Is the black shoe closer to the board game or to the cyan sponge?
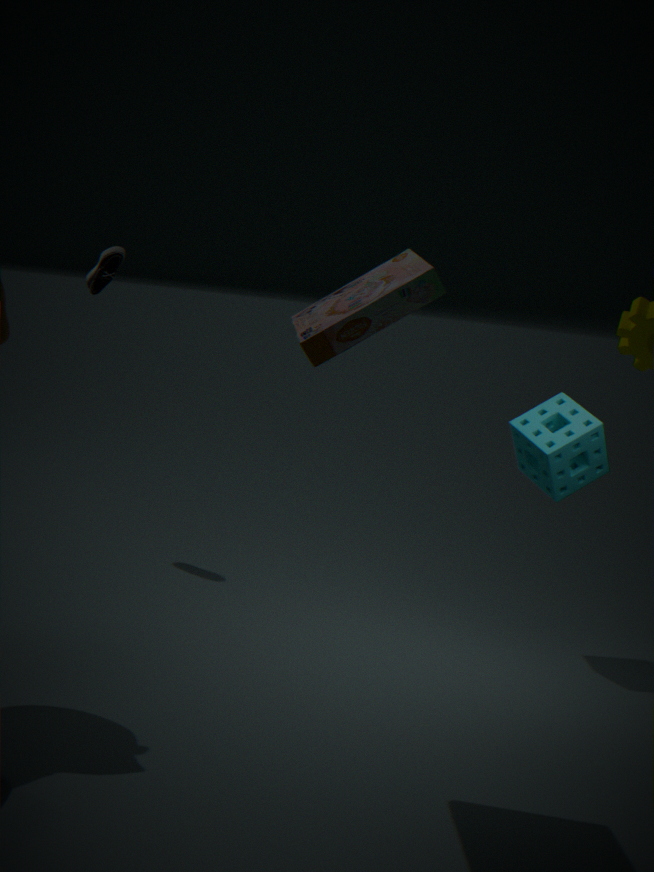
the cyan sponge
